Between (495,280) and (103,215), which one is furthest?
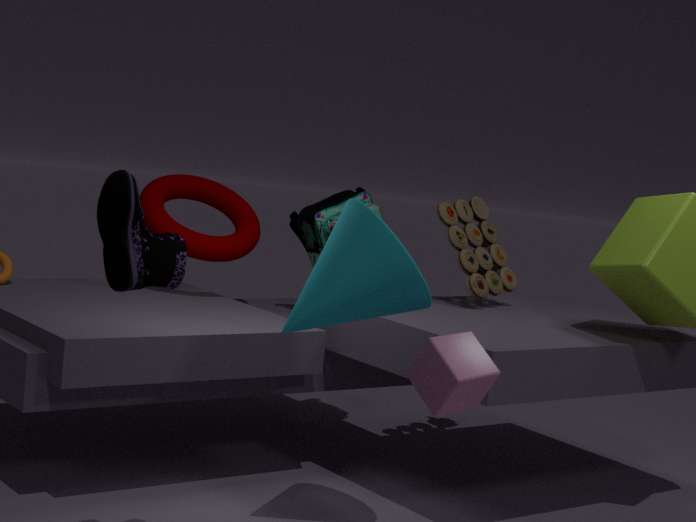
(495,280)
